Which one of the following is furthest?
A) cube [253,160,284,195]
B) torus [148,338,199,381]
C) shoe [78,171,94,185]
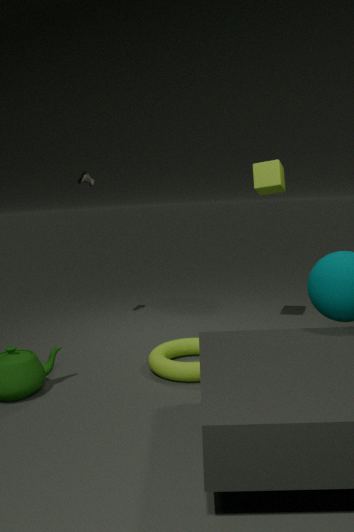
shoe [78,171,94,185]
